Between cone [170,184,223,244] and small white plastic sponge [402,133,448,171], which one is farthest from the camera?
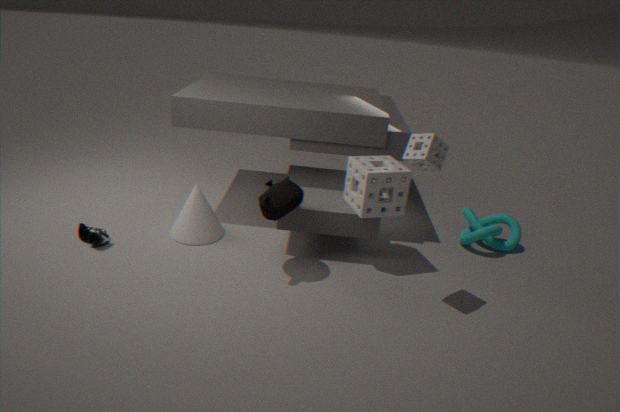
cone [170,184,223,244]
